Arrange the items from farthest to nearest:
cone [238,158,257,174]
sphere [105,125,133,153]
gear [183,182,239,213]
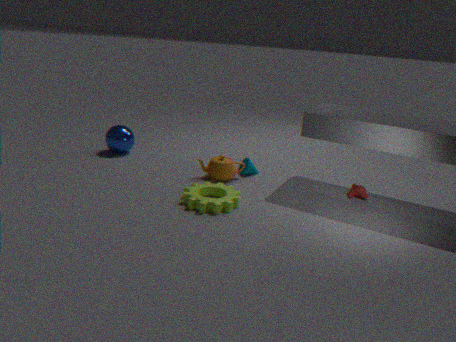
sphere [105,125,133,153]
cone [238,158,257,174]
gear [183,182,239,213]
